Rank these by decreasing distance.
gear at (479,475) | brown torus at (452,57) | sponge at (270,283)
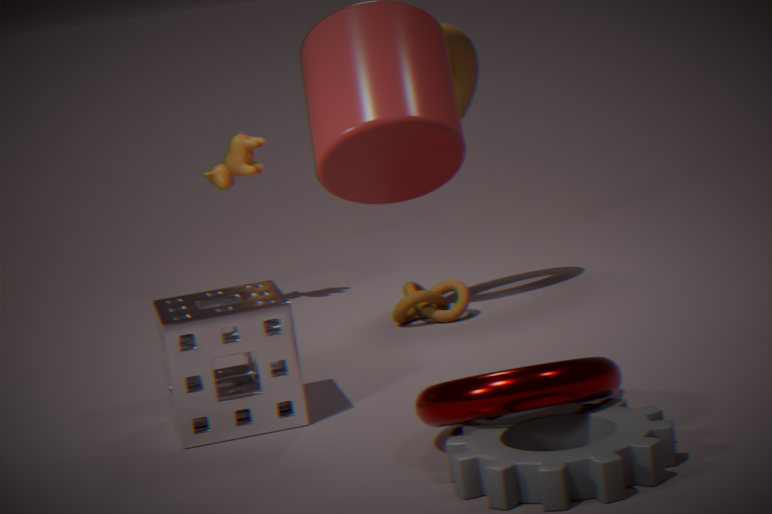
brown torus at (452,57) < sponge at (270,283) < gear at (479,475)
